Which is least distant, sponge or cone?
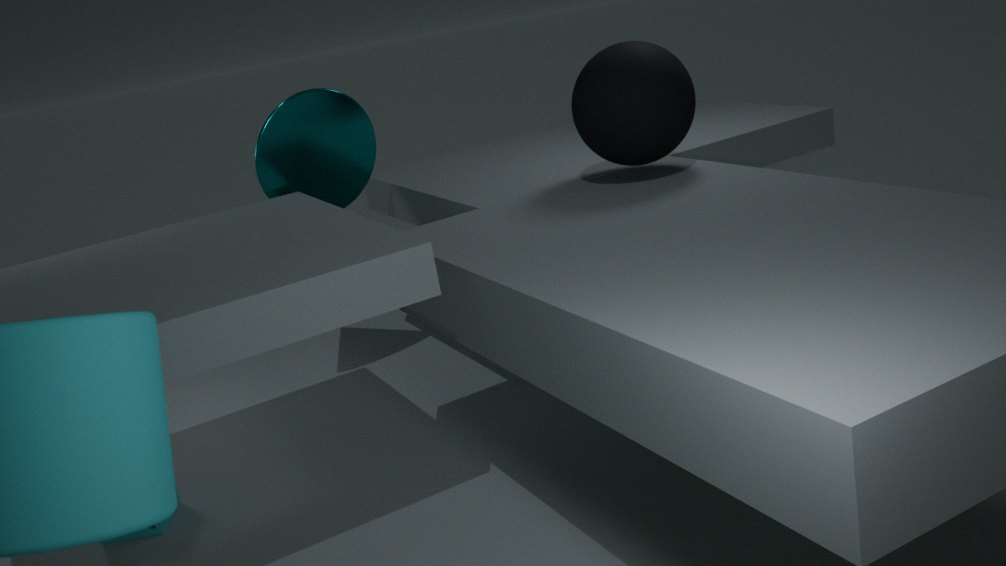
sponge
